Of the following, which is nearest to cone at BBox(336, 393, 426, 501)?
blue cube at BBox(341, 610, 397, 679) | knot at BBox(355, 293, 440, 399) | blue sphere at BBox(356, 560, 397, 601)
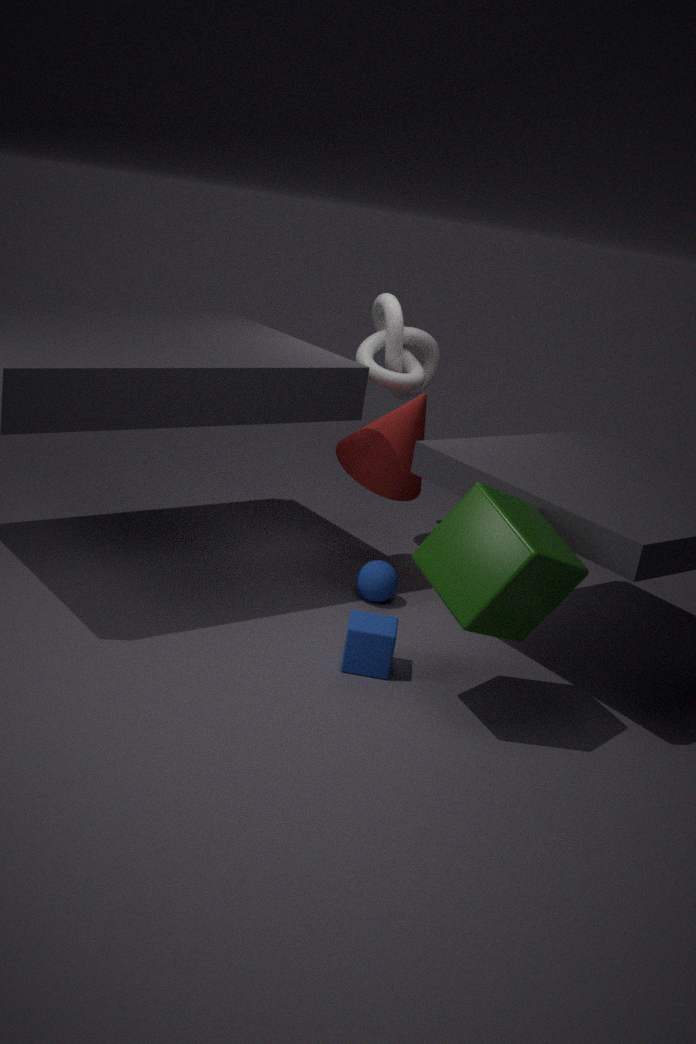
knot at BBox(355, 293, 440, 399)
